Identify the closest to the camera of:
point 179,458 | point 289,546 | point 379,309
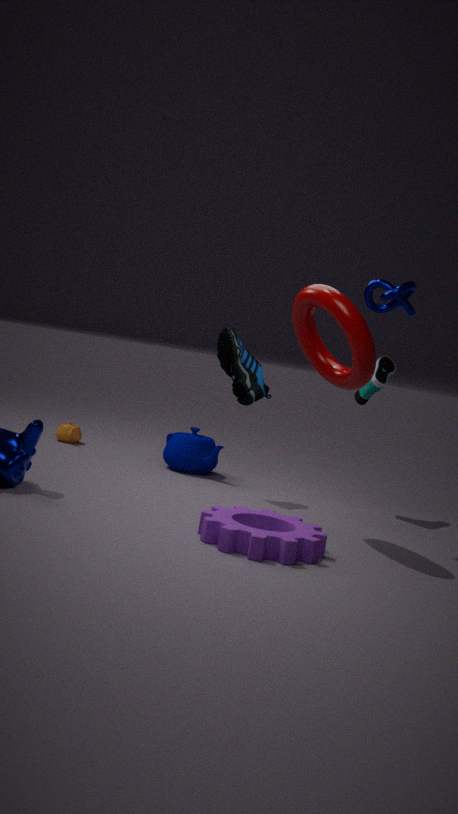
point 289,546
